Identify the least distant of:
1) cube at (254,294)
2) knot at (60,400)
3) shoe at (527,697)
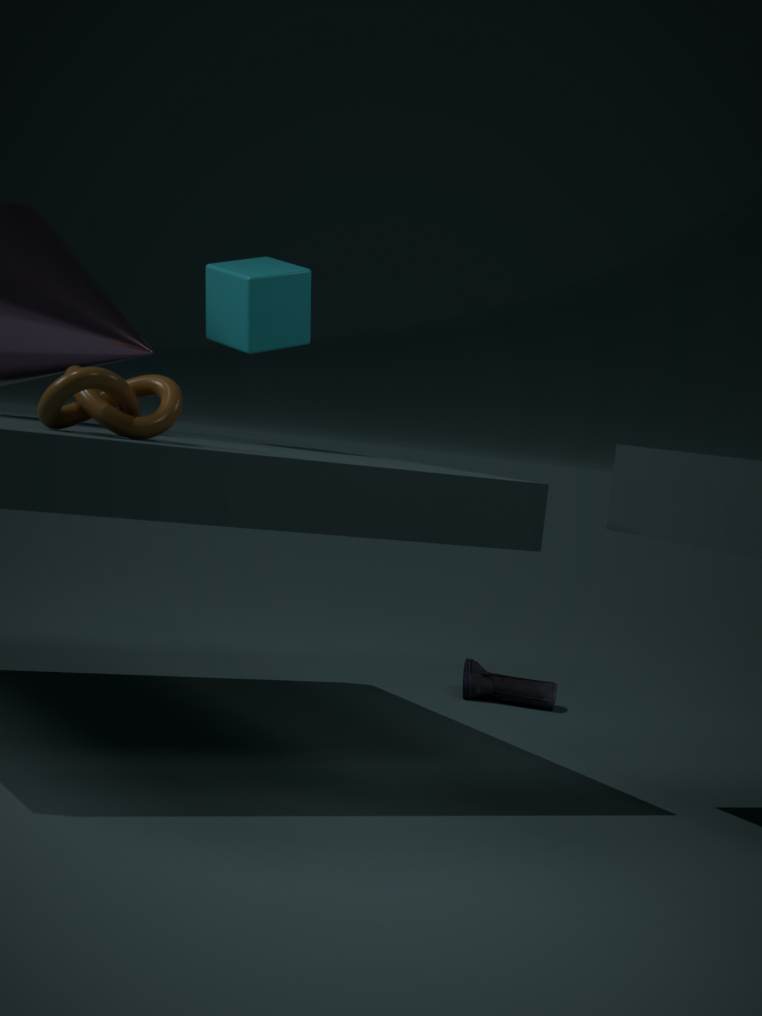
2. knot at (60,400)
